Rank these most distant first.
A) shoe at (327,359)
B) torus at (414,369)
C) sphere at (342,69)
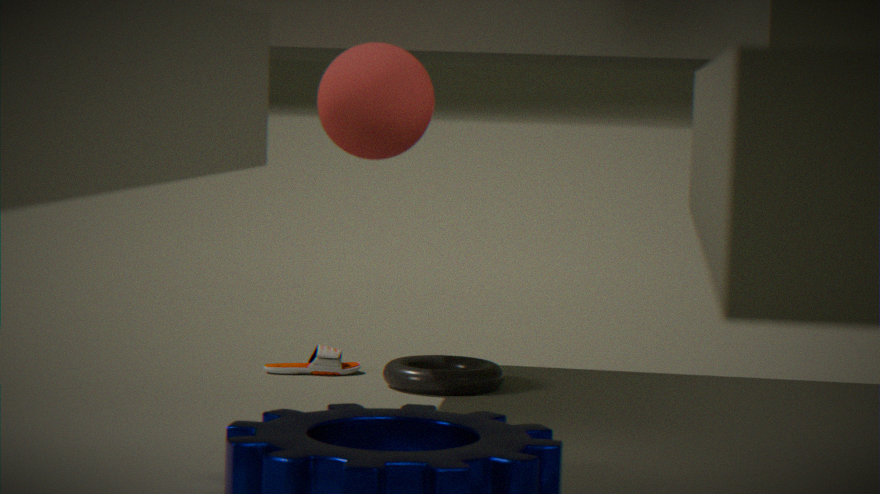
A. shoe at (327,359) → B. torus at (414,369) → C. sphere at (342,69)
